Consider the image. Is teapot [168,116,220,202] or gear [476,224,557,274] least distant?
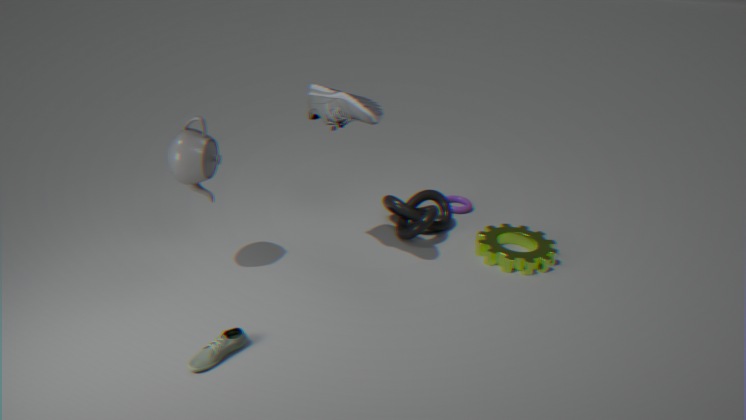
Answer: teapot [168,116,220,202]
